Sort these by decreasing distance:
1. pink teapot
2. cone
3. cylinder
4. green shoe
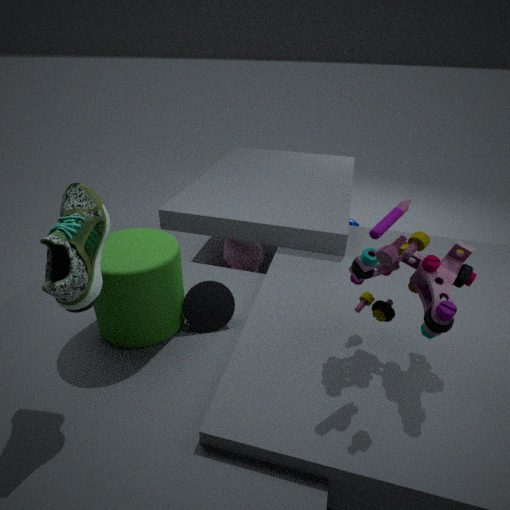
pink teapot
cone
cylinder
green shoe
